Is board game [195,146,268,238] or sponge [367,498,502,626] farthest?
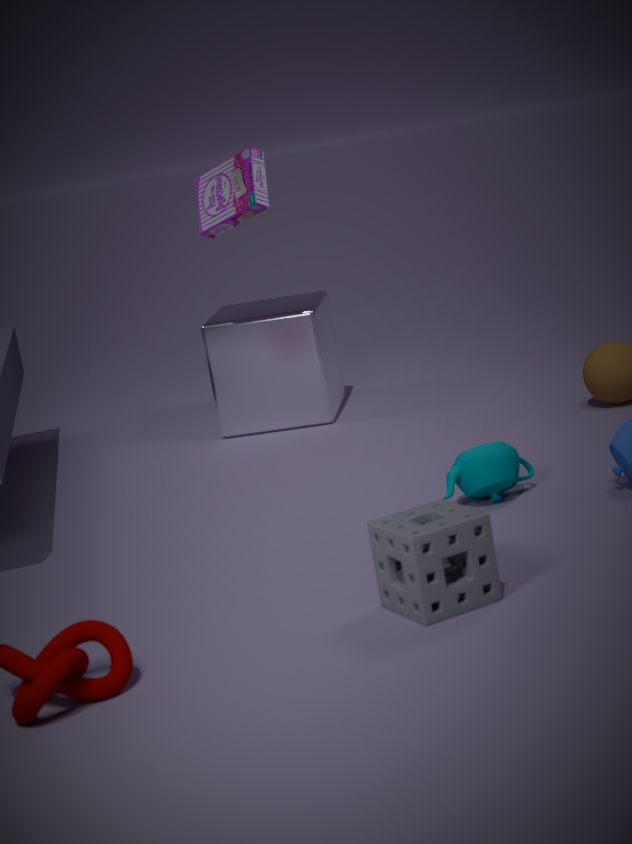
board game [195,146,268,238]
